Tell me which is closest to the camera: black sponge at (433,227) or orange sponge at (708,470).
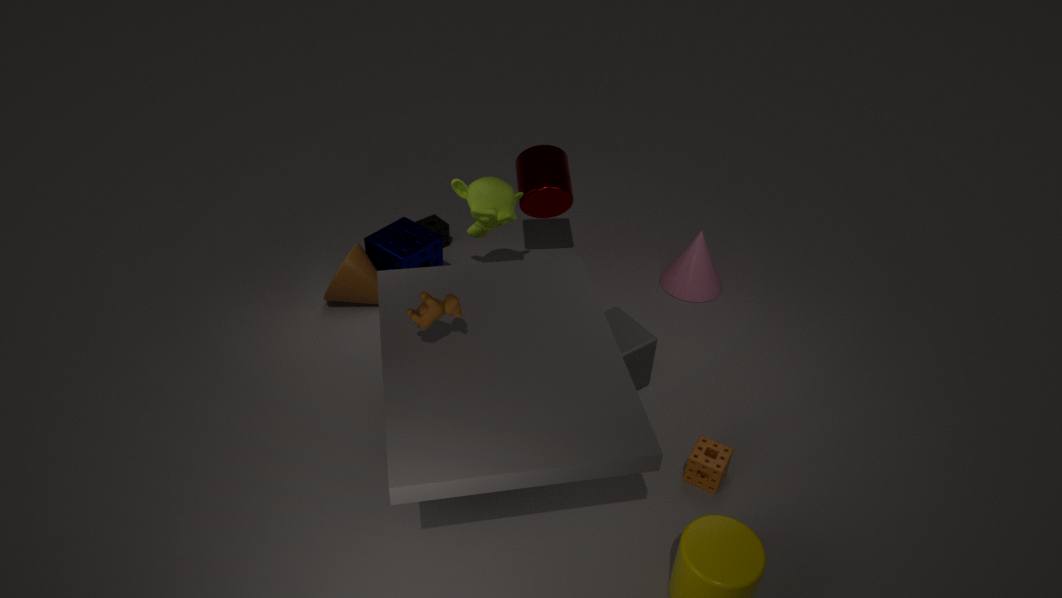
orange sponge at (708,470)
